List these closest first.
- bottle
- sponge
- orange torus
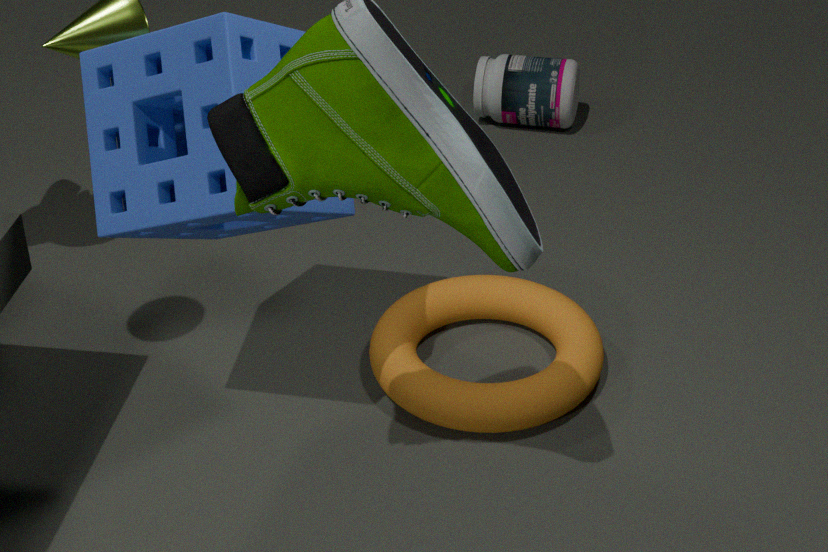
sponge → orange torus → bottle
